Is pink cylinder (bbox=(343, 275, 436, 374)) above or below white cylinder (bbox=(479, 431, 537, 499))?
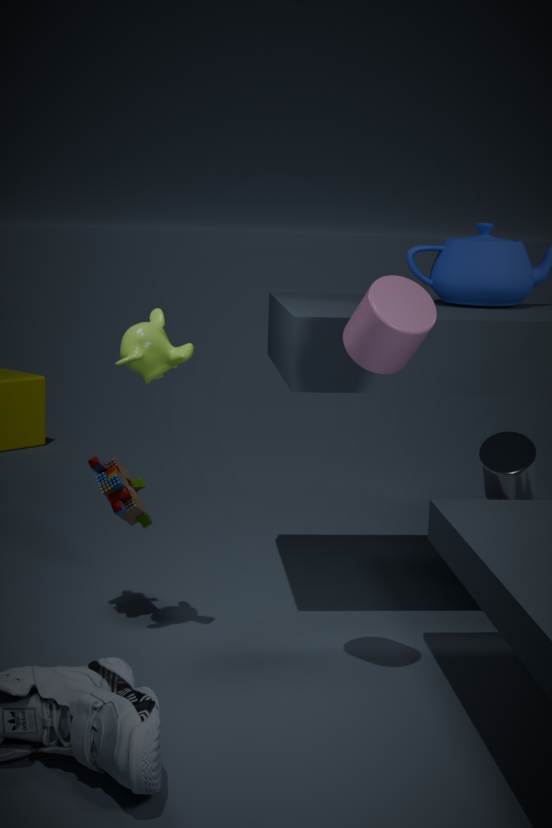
above
